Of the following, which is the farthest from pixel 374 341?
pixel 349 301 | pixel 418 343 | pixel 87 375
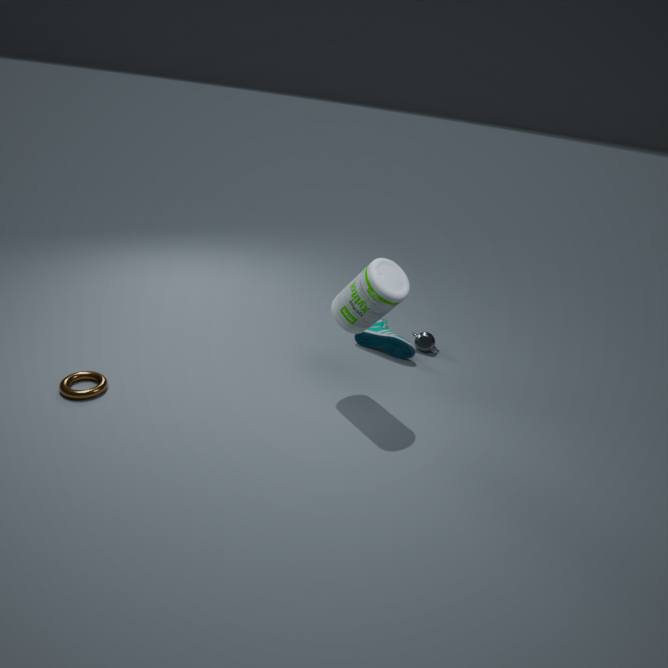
pixel 87 375
